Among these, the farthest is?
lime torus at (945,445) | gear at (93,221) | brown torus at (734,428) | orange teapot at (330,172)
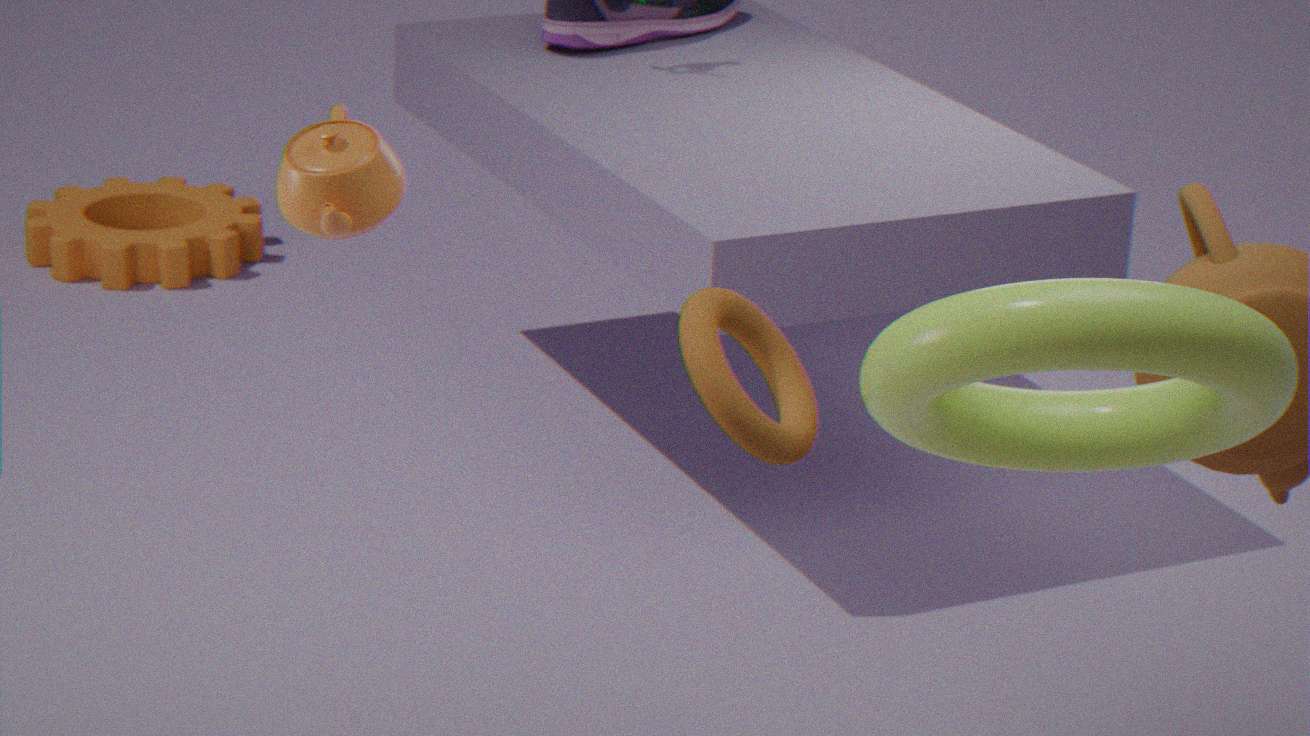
gear at (93,221)
